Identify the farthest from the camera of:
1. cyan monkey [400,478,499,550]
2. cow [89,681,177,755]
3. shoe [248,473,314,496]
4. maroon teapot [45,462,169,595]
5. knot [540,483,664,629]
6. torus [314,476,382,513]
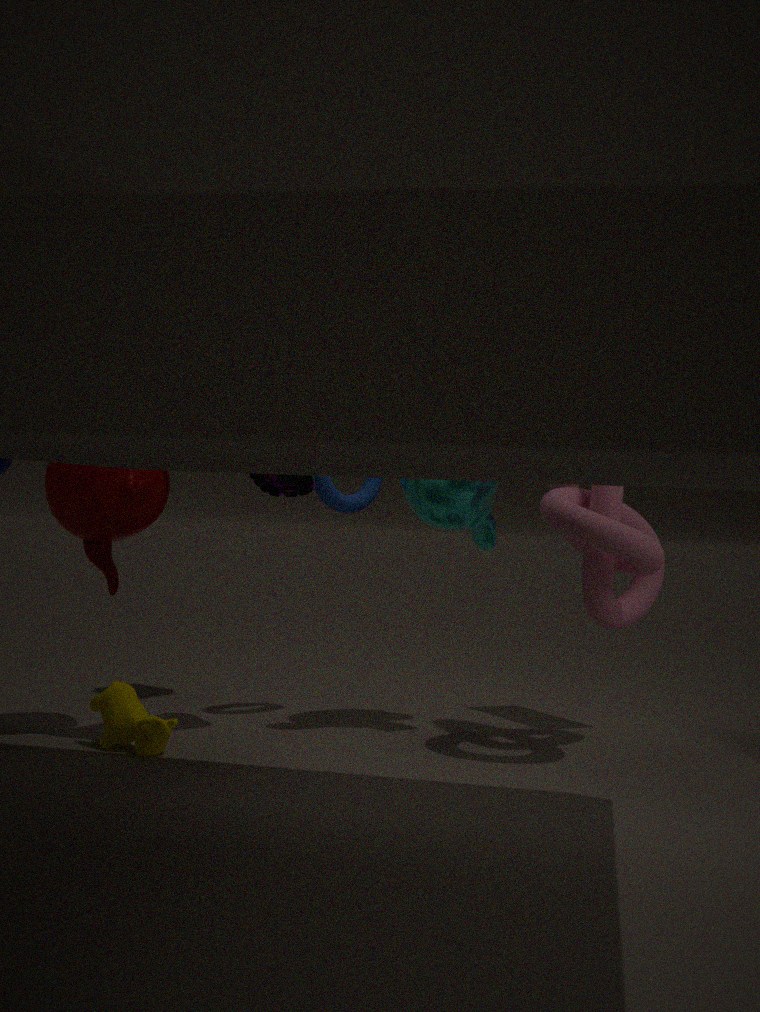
torus [314,476,382,513]
